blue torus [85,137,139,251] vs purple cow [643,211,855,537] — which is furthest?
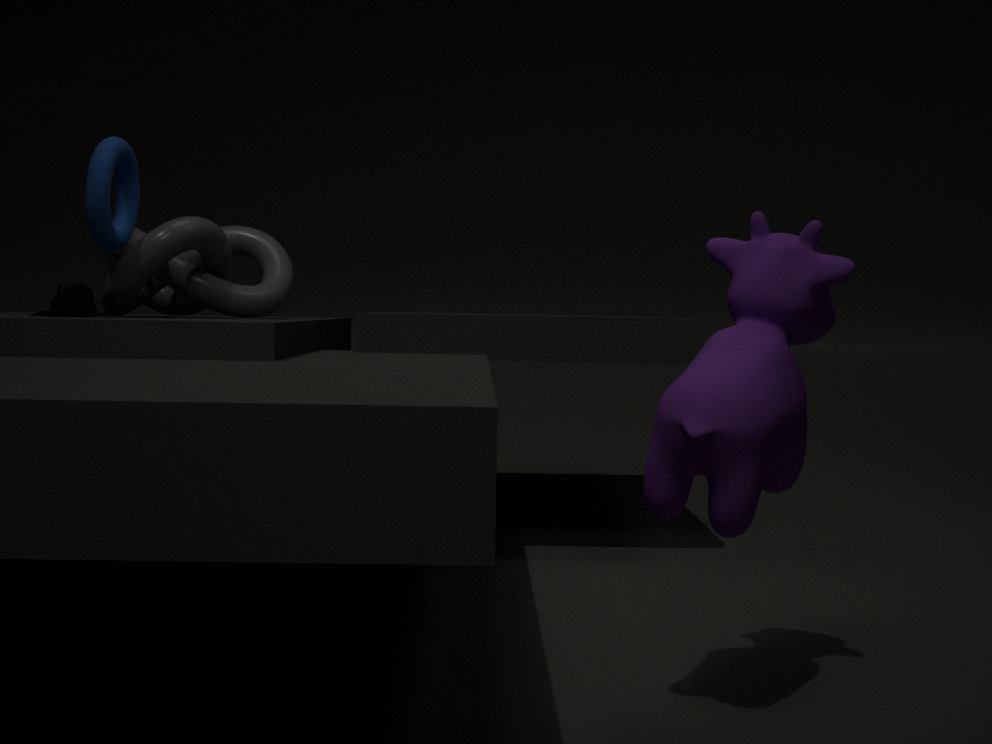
blue torus [85,137,139,251]
